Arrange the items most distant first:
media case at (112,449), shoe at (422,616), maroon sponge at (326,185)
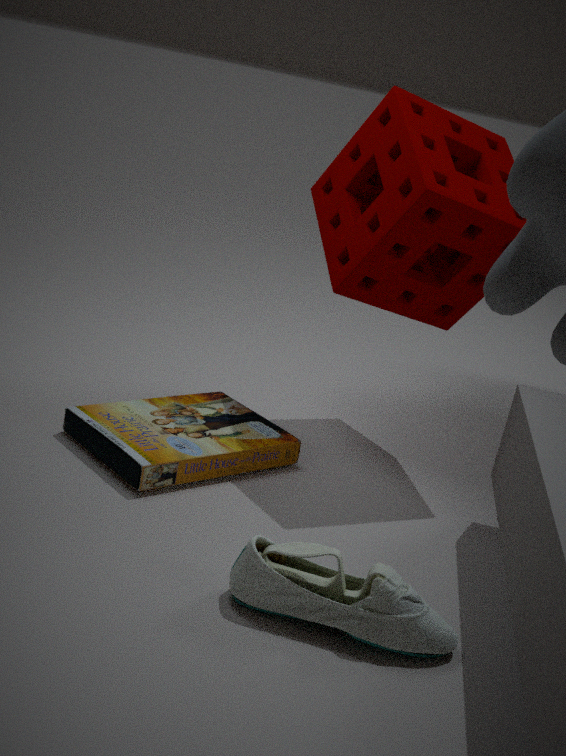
maroon sponge at (326,185) → media case at (112,449) → shoe at (422,616)
